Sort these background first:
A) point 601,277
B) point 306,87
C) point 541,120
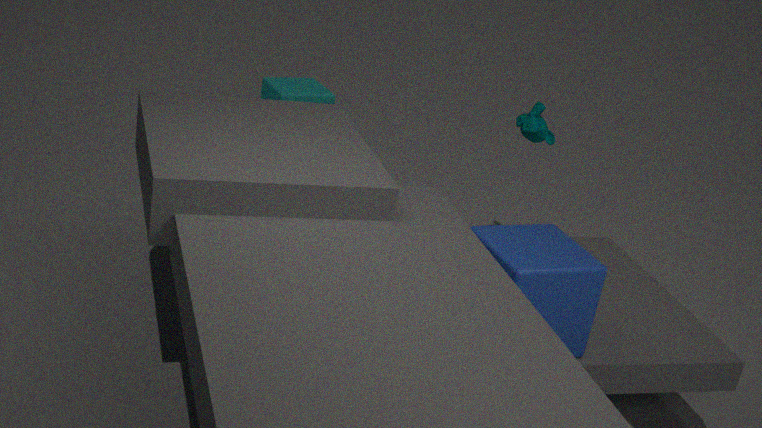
1. point 306,87
2. point 541,120
3. point 601,277
